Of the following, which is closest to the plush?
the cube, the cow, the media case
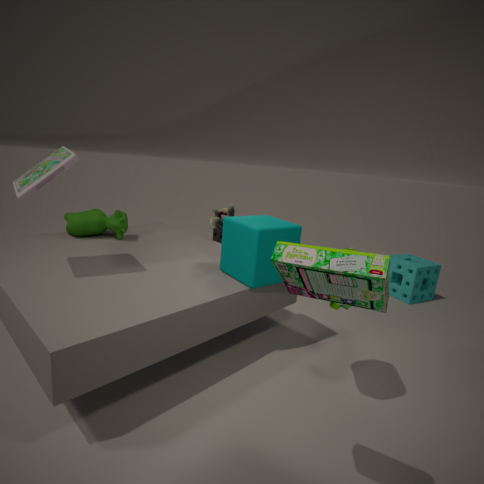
the cube
